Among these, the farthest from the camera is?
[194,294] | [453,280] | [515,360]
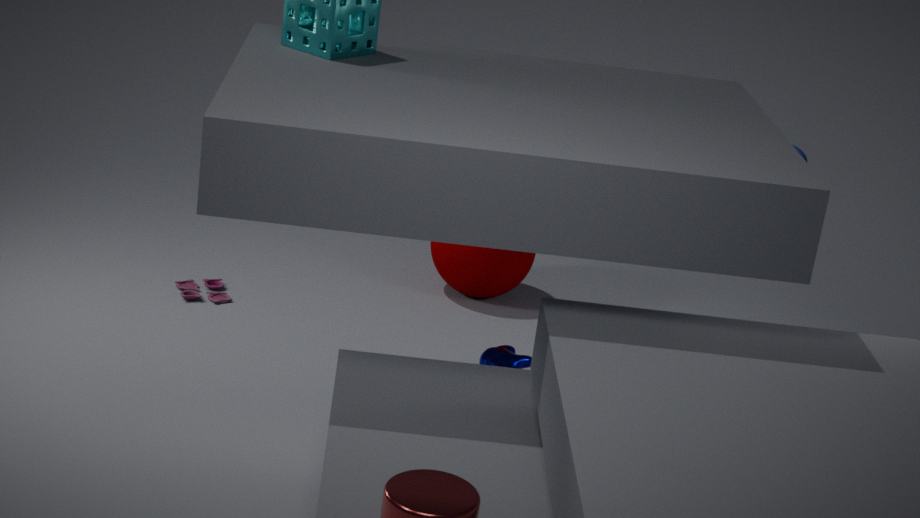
[453,280]
